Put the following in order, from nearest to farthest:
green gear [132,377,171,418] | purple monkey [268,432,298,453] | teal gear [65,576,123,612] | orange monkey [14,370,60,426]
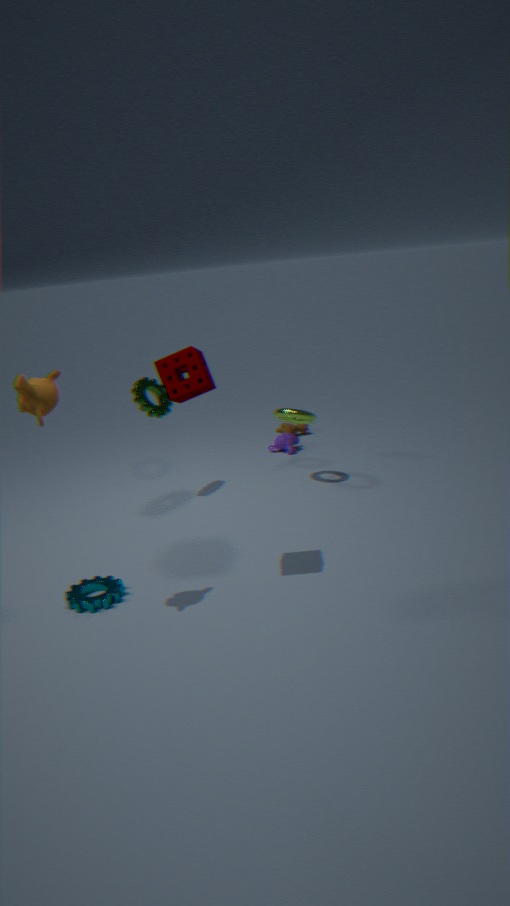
orange monkey [14,370,60,426] → teal gear [65,576,123,612] → green gear [132,377,171,418] → purple monkey [268,432,298,453]
